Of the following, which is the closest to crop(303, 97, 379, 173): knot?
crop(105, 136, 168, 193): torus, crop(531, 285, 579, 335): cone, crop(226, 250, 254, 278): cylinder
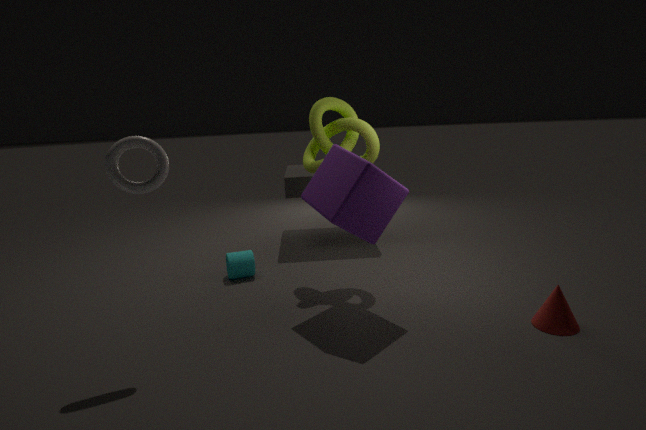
crop(226, 250, 254, 278): cylinder
